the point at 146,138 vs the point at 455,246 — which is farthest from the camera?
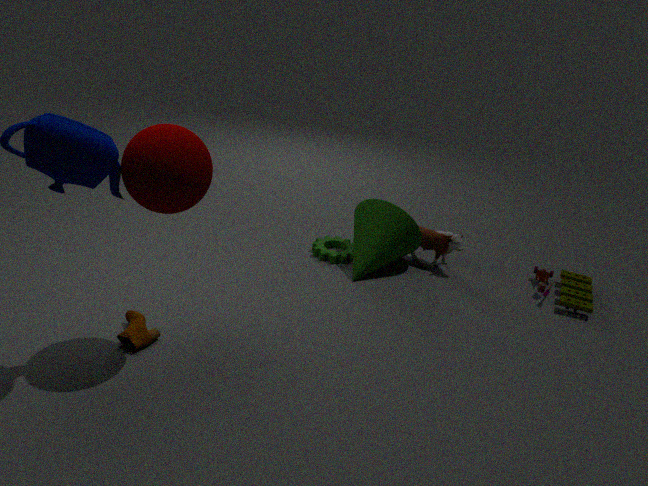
the point at 455,246
